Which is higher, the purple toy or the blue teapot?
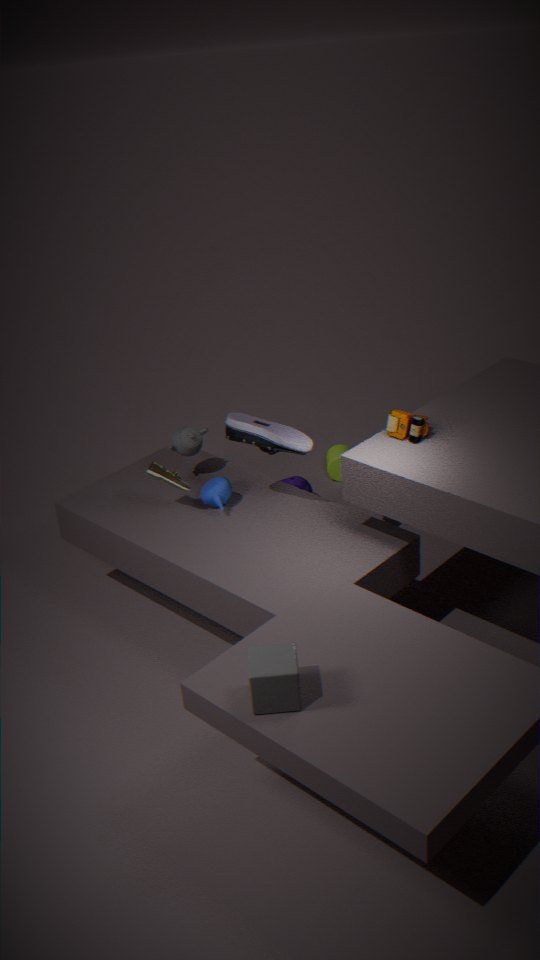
the blue teapot
